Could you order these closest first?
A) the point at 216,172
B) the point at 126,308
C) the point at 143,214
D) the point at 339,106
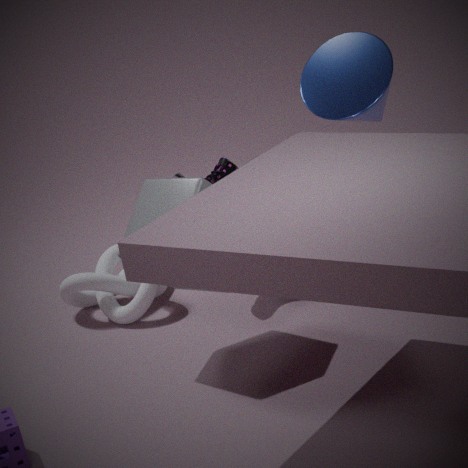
1. the point at 143,214
2. the point at 339,106
3. the point at 216,172
4. the point at 126,308
